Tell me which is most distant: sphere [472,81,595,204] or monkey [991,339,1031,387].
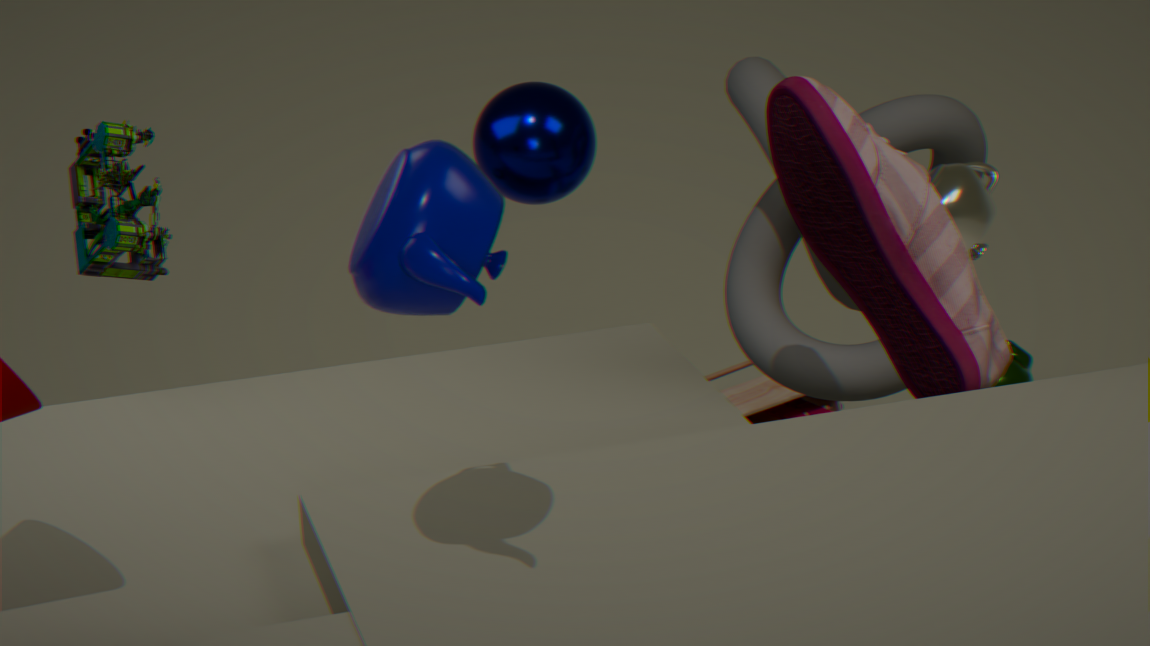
monkey [991,339,1031,387]
